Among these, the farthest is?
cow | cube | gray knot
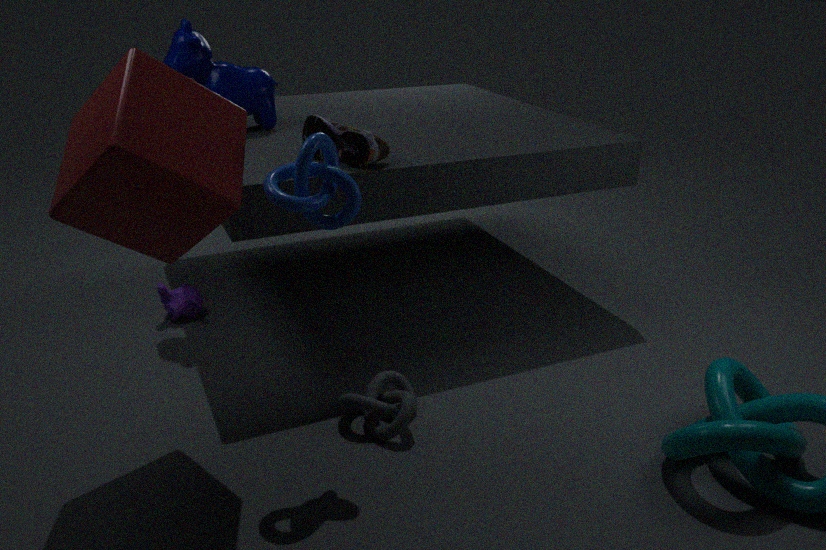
cow
